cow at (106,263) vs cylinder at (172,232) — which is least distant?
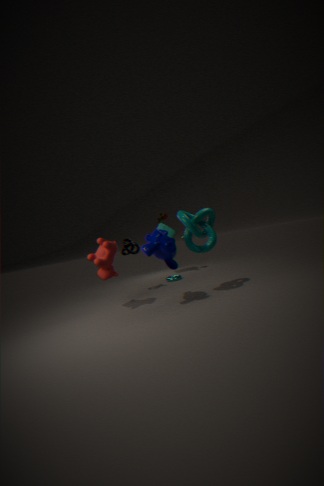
cow at (106,263)
